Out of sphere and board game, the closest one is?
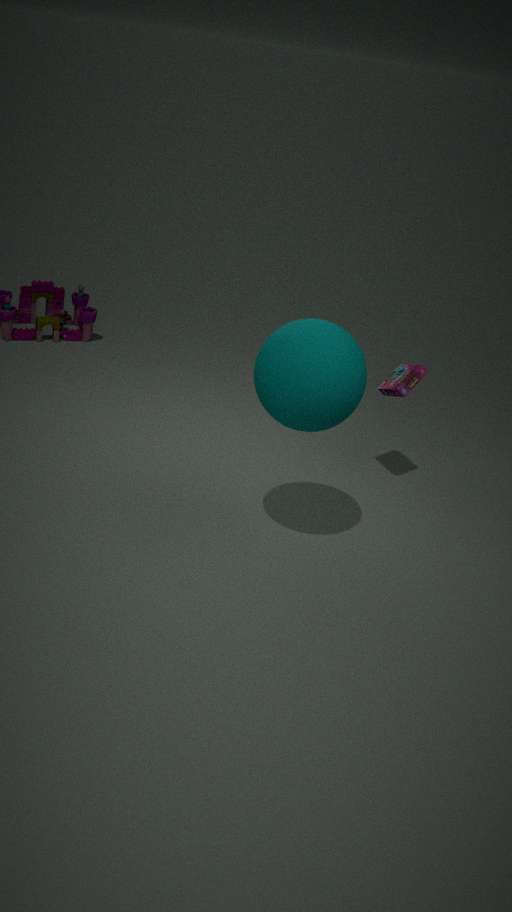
sphere
